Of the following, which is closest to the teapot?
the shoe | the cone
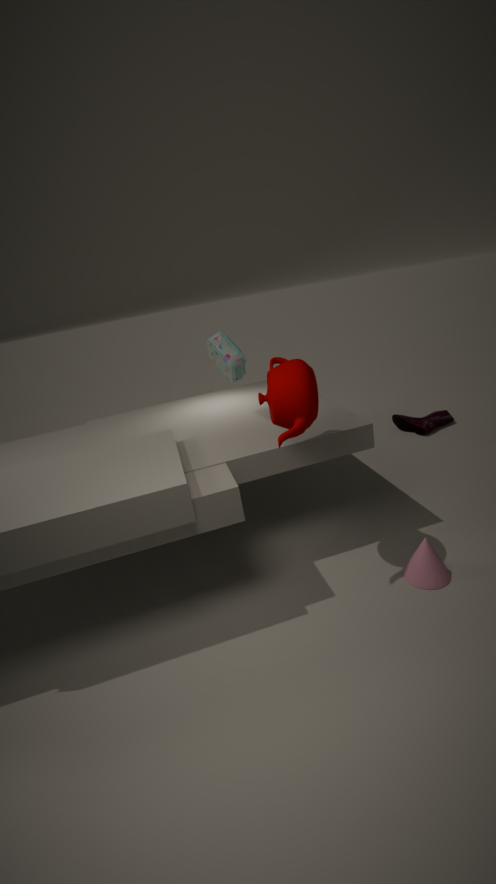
the cone
